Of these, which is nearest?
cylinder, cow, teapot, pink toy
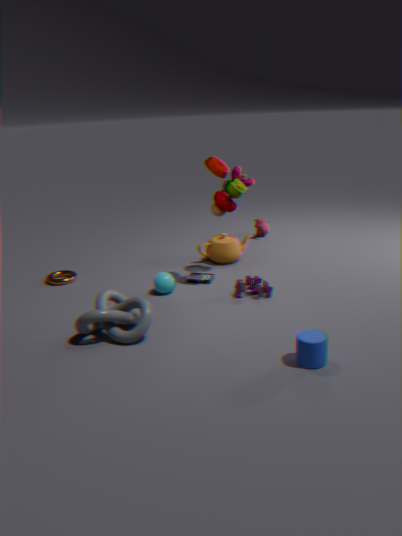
cylinder
